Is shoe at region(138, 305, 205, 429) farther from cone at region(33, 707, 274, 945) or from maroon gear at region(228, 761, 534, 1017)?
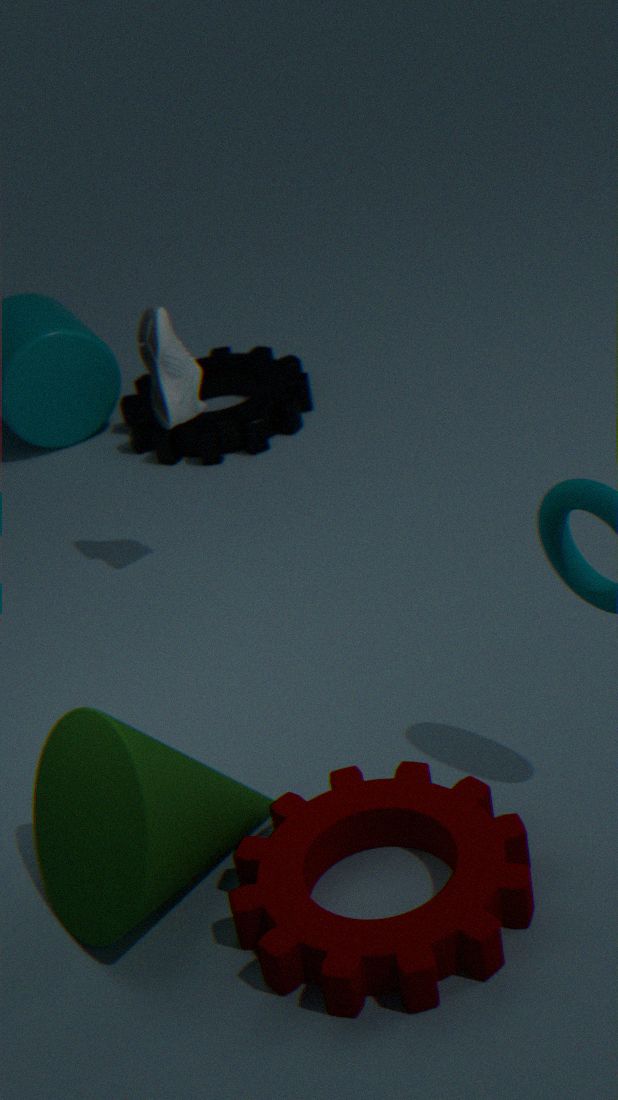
maroon gear at region(228, 761, 534, 1017)
